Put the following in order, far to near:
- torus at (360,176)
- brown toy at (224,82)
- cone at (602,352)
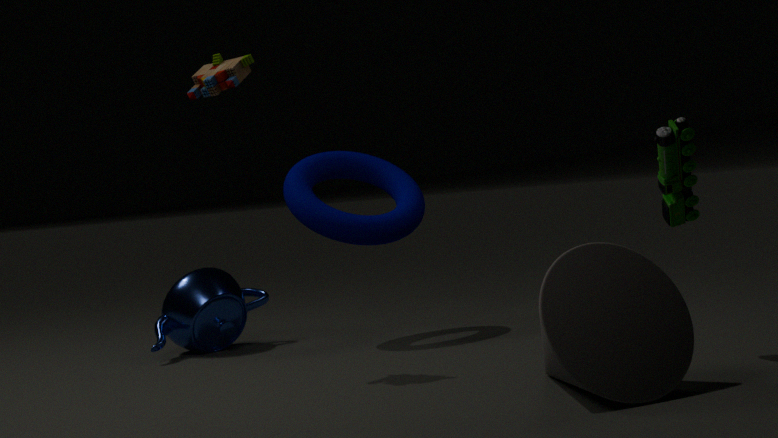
torus at (360,176) < brown toy at (224,82) < cone at (602,352)
